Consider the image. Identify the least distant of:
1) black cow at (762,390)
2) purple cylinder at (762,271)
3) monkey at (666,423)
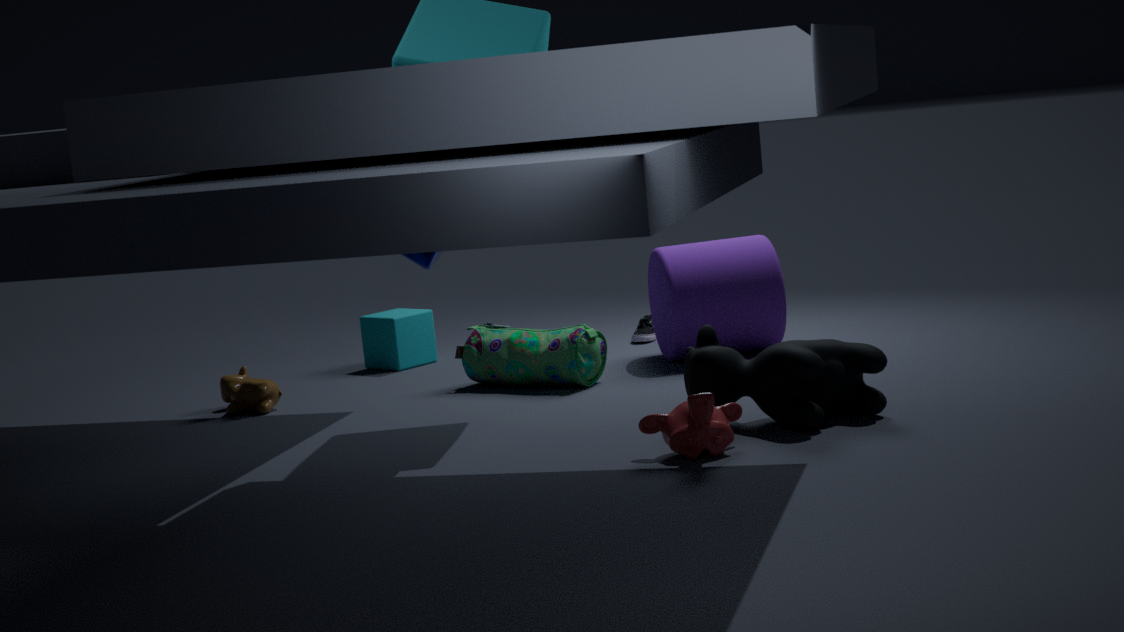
3. monkey at (666,423)
